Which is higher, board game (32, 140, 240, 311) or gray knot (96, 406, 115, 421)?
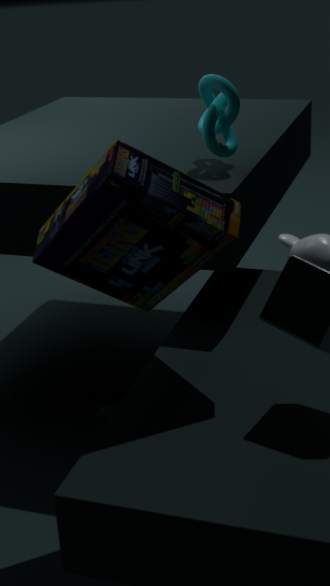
board game (32, 140, 240, 311)
